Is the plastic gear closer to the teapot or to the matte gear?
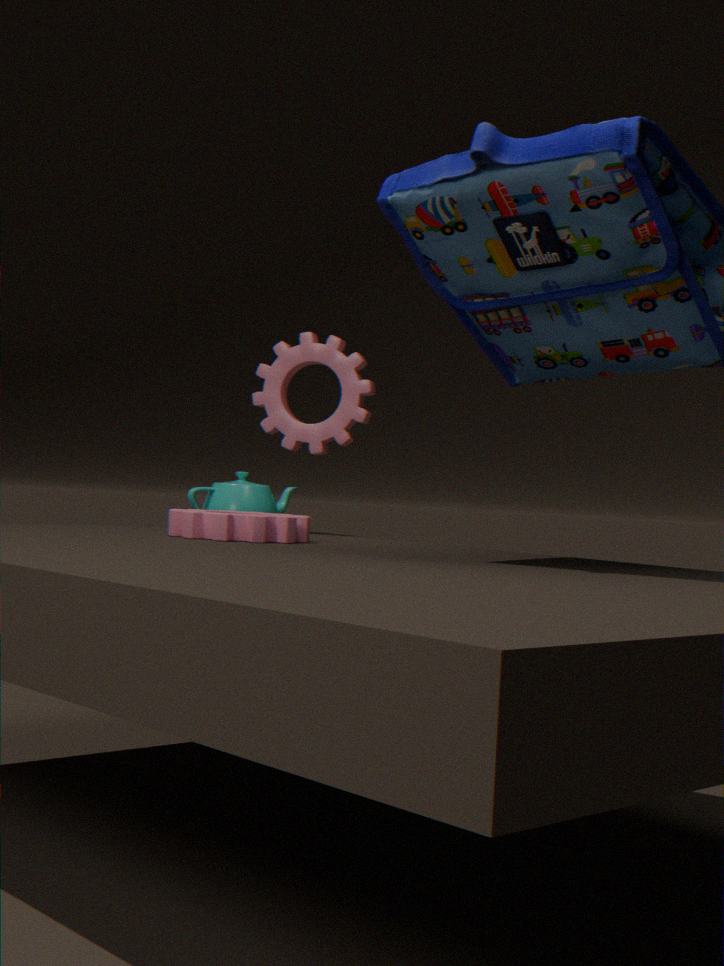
the teapot
